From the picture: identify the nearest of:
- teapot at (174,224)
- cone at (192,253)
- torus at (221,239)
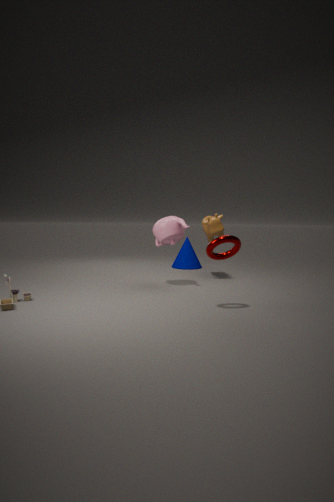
torus at (221,239)
